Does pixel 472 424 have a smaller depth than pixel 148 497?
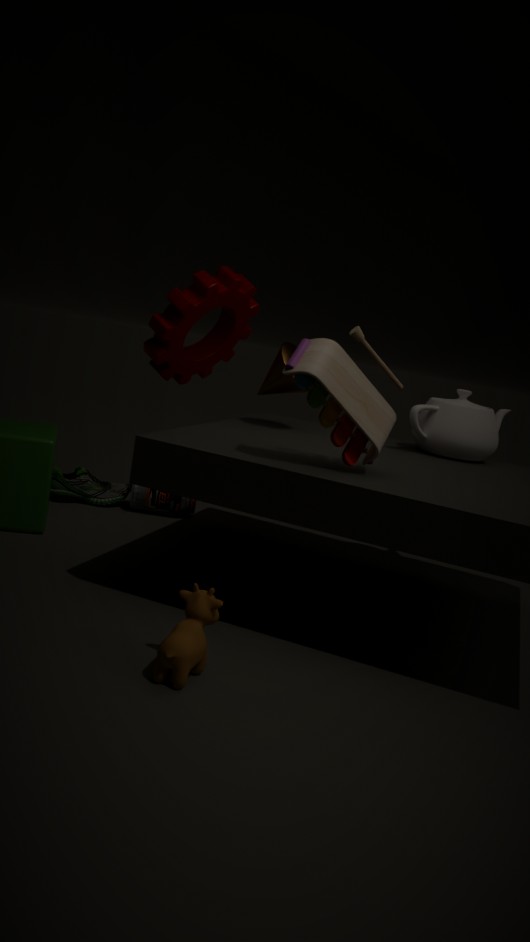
Yes
